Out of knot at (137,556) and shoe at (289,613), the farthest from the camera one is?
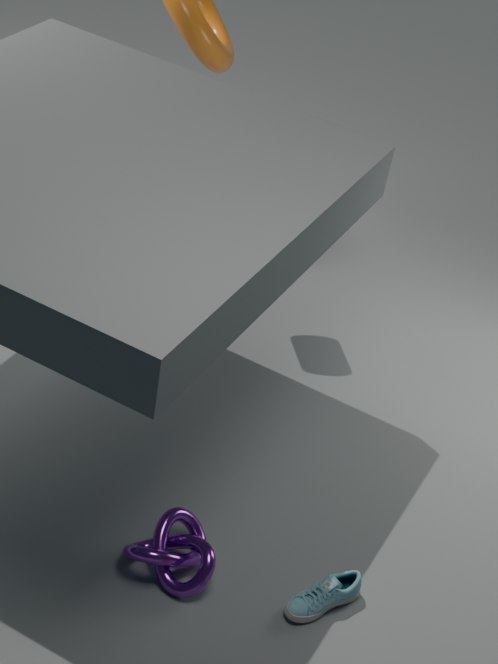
shoe at (289,613)
